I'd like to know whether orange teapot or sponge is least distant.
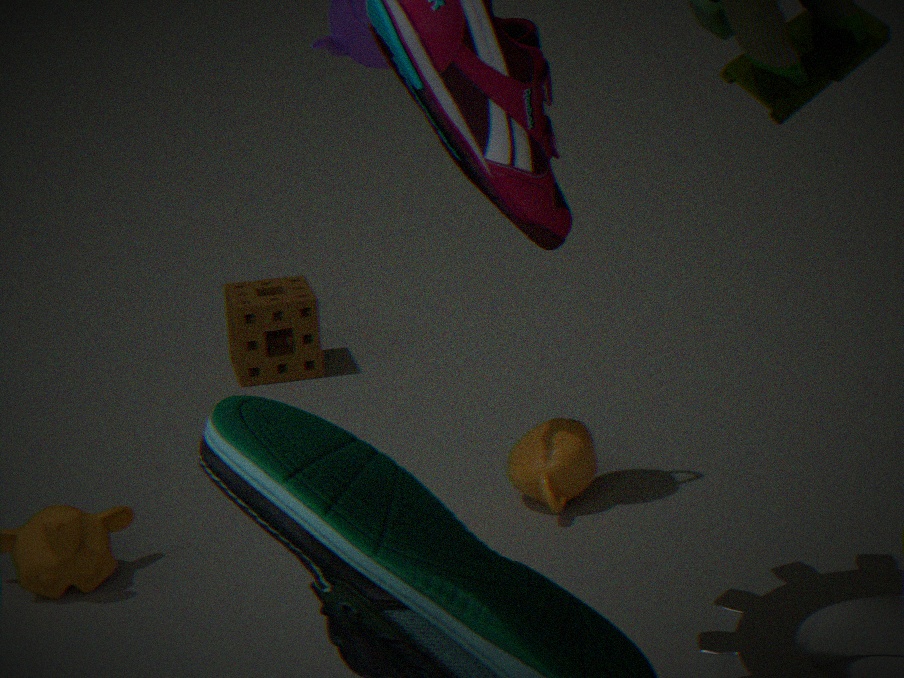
orange teapot
